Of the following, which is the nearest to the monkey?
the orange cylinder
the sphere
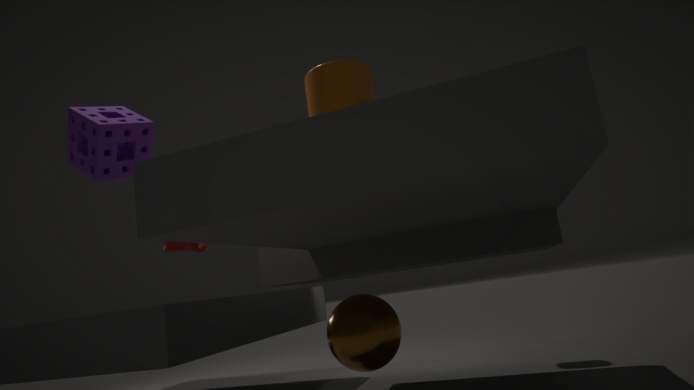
the orange cylinder
